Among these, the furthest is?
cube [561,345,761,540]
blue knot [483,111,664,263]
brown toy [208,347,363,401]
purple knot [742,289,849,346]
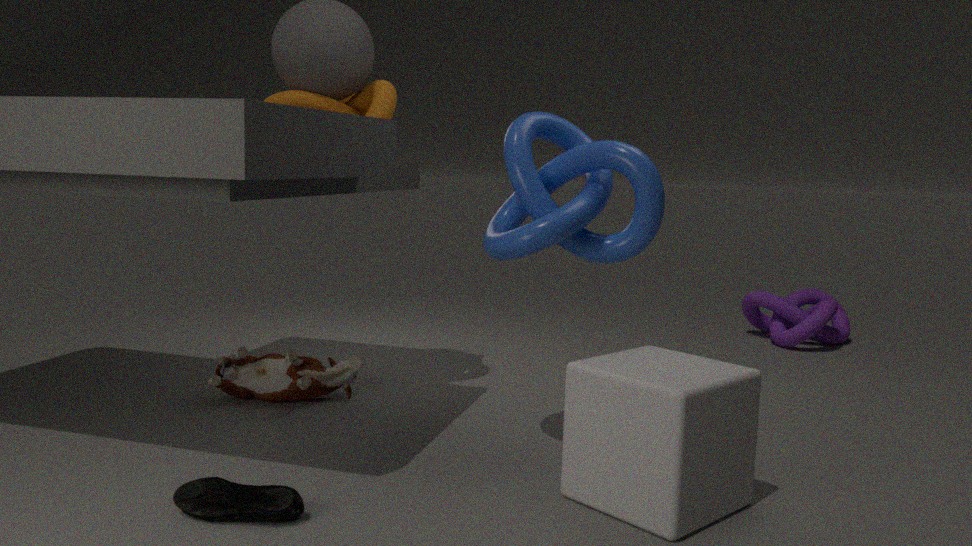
purple knot [742,289,849,346]
